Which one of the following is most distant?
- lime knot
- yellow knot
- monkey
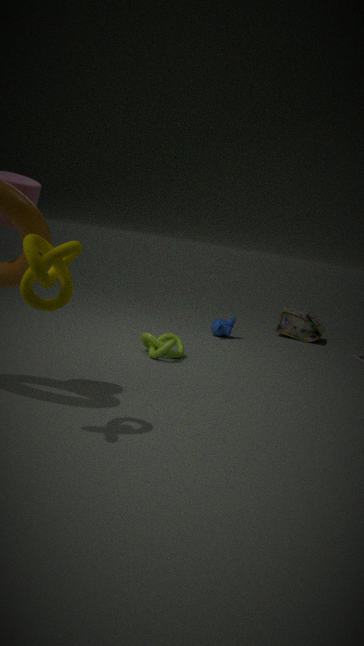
monkey
